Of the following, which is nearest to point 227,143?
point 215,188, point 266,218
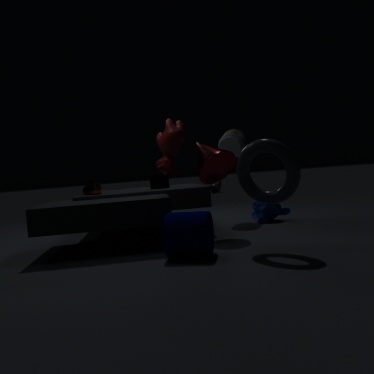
point 266,218
